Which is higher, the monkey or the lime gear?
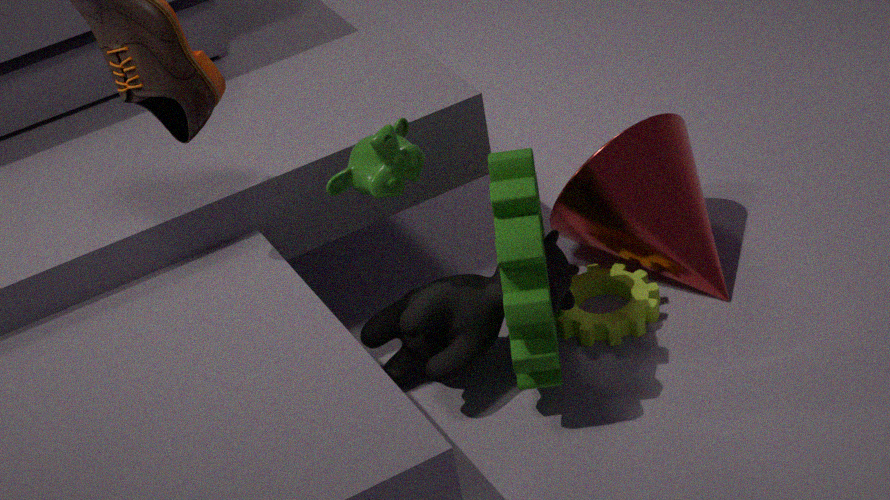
the monkey
